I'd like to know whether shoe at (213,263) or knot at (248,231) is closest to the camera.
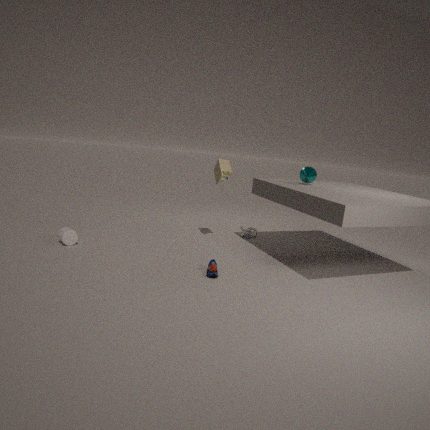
shoe at (213,263)
